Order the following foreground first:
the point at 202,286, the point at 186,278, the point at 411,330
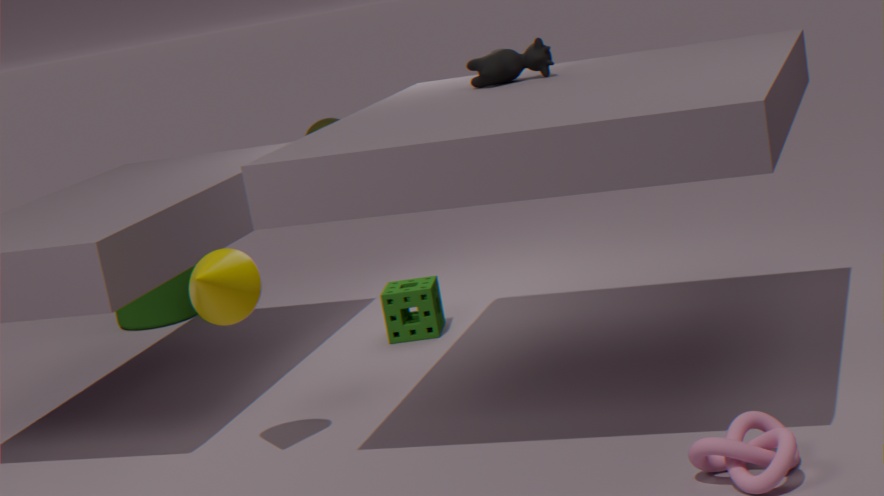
1. the point at 202,286
2. the point at 411,330
3. the point at 186,278
